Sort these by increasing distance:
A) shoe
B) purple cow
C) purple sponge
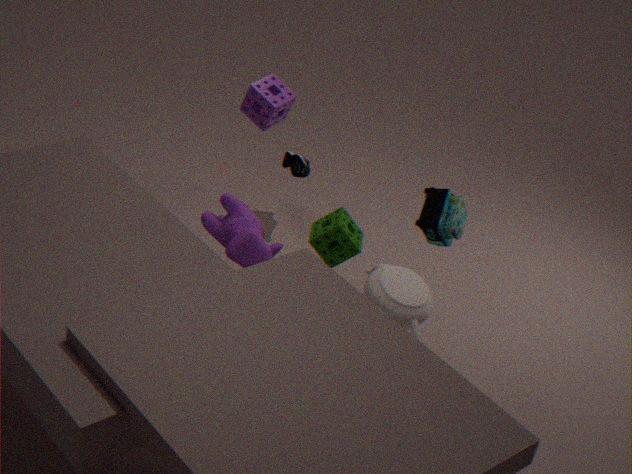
purple cow, purple sponge, shoe
